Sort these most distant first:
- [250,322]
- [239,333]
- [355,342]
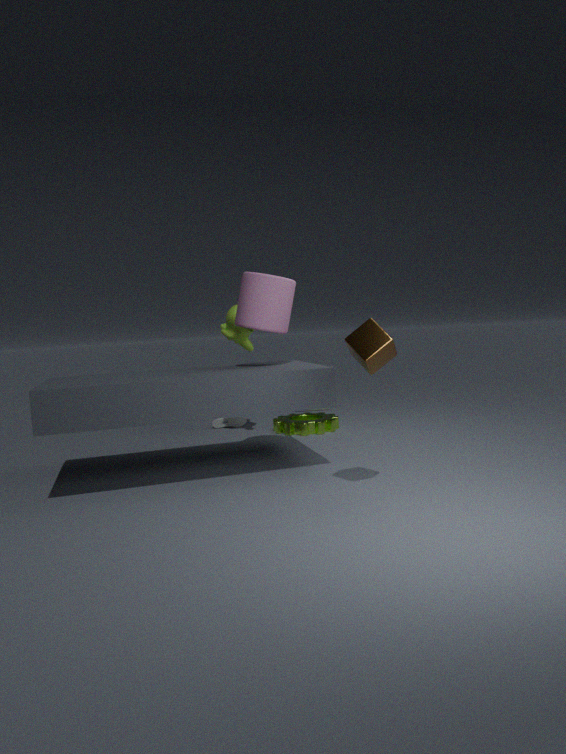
[239,333] → [250,322] → [355,342]
